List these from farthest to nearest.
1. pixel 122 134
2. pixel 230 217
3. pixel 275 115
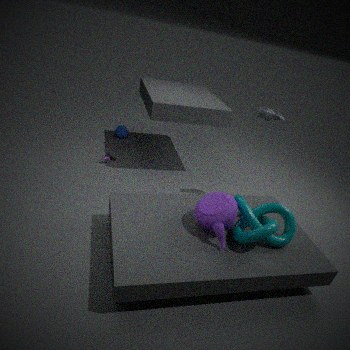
pixel 122 134 → pixel 275 115 → pixel 230 217
